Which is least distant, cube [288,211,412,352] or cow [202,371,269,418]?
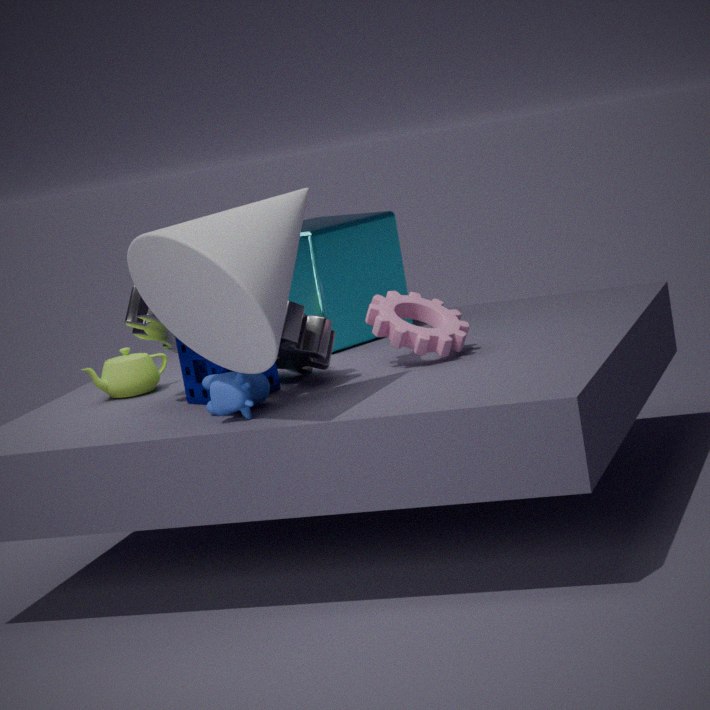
cow [202,371,269,418]
